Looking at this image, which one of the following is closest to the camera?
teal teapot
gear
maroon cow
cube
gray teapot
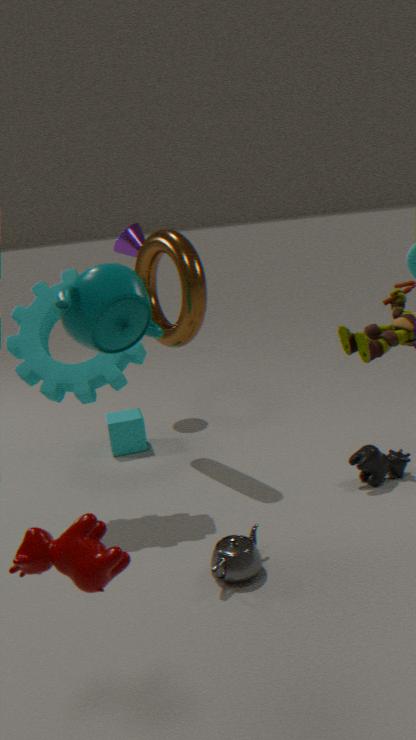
teal teapot
